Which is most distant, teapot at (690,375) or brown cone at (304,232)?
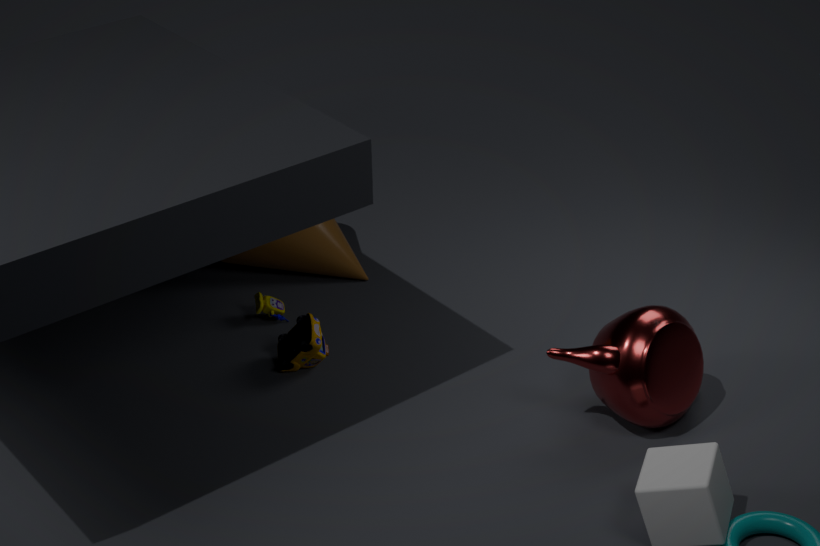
brown cone at (304,232)
